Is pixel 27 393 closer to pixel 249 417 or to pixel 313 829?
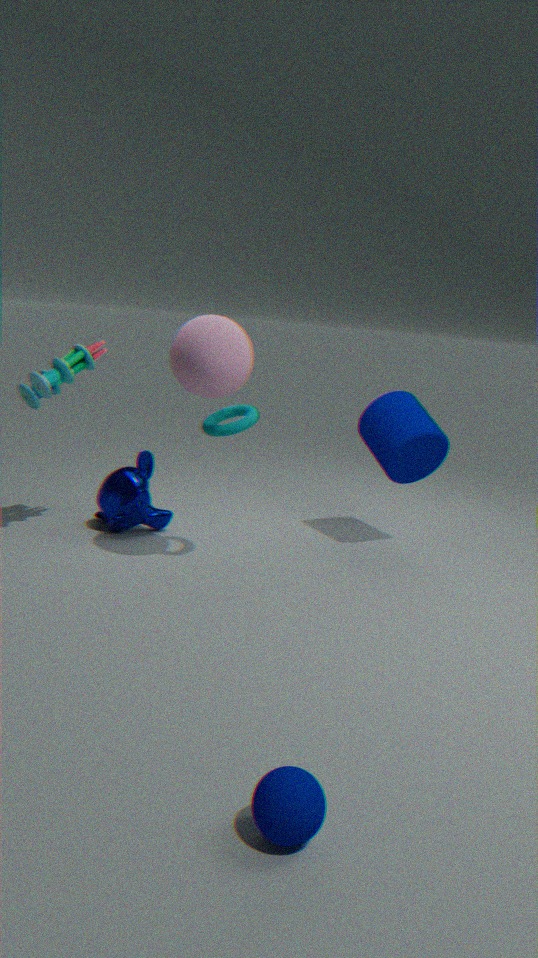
pixel 249 417
